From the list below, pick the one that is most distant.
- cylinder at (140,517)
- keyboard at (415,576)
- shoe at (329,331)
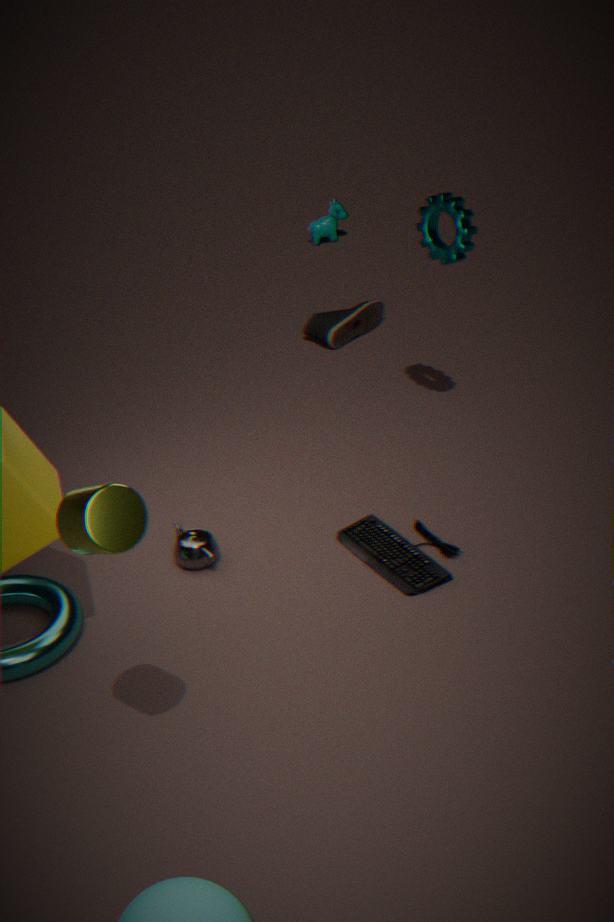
shoe at (329,331)
